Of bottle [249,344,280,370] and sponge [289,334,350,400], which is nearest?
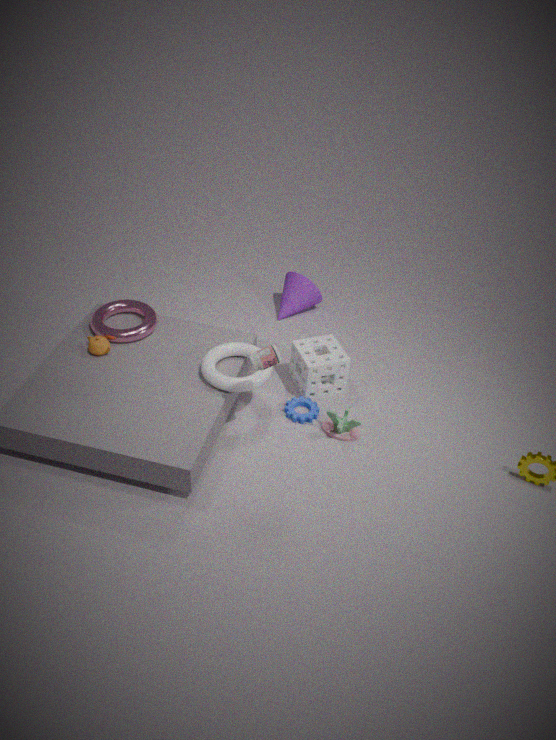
bottle [249,344,280,370]
